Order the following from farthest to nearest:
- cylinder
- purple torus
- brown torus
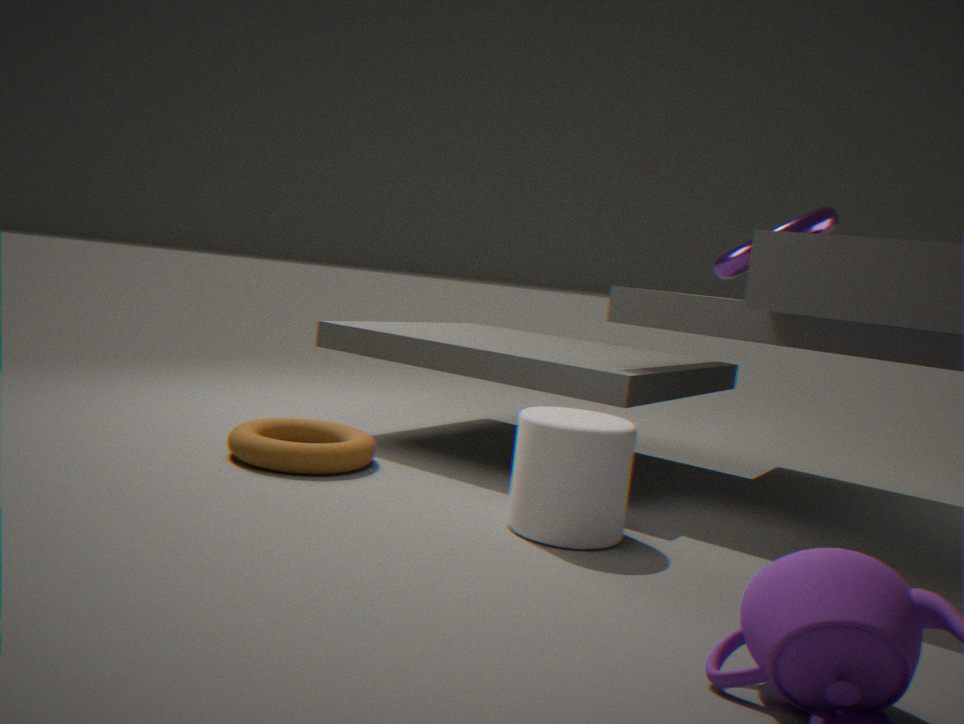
purple torus
brown torus
cylinder
